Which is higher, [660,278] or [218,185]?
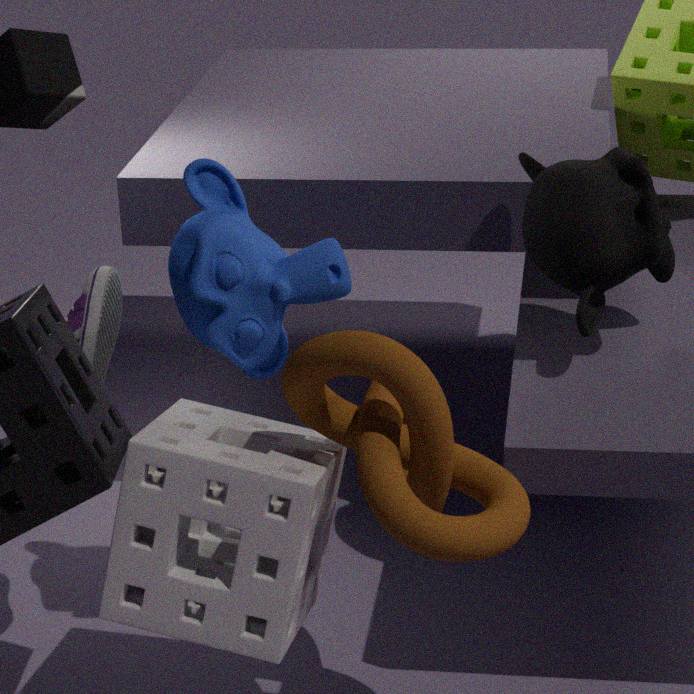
[660,278]
